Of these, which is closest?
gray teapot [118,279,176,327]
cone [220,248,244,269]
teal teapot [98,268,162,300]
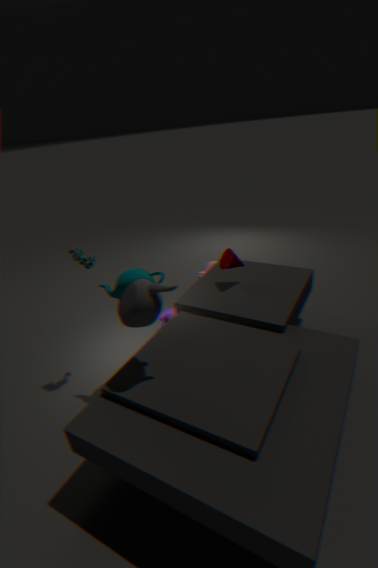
gray teapot [118,279,176,327]
